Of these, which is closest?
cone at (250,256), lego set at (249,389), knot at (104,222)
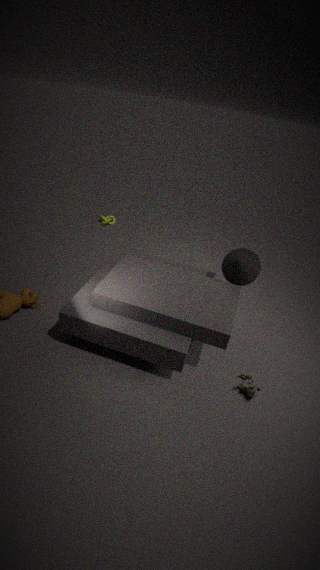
lego set at (249,389)
